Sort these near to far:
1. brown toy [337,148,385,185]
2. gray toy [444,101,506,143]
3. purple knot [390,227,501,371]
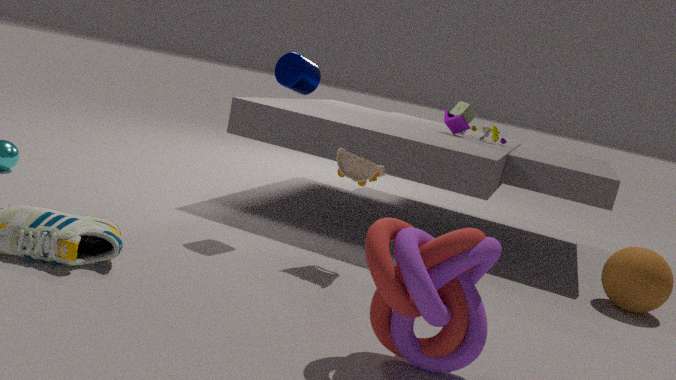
purple knot [390,227,501,371] < brown toy [337,148,385,185] < gray toy [444,101,506,143]
